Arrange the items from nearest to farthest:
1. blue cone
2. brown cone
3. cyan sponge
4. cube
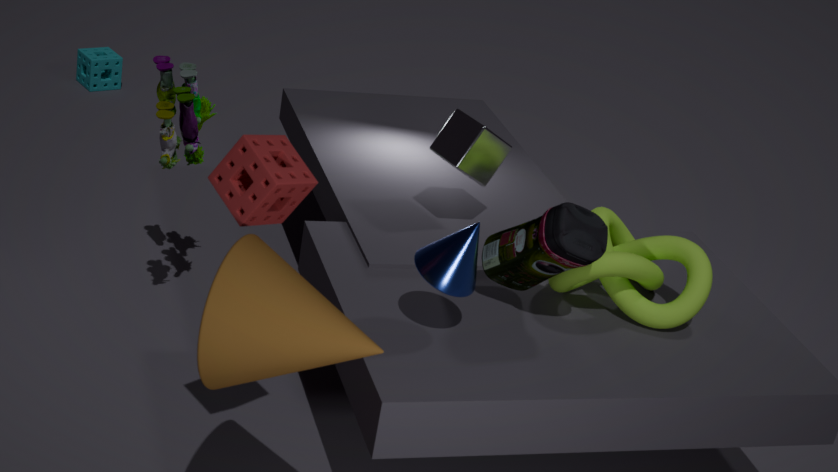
brown cone → blue cone → cube → cyan sponge
